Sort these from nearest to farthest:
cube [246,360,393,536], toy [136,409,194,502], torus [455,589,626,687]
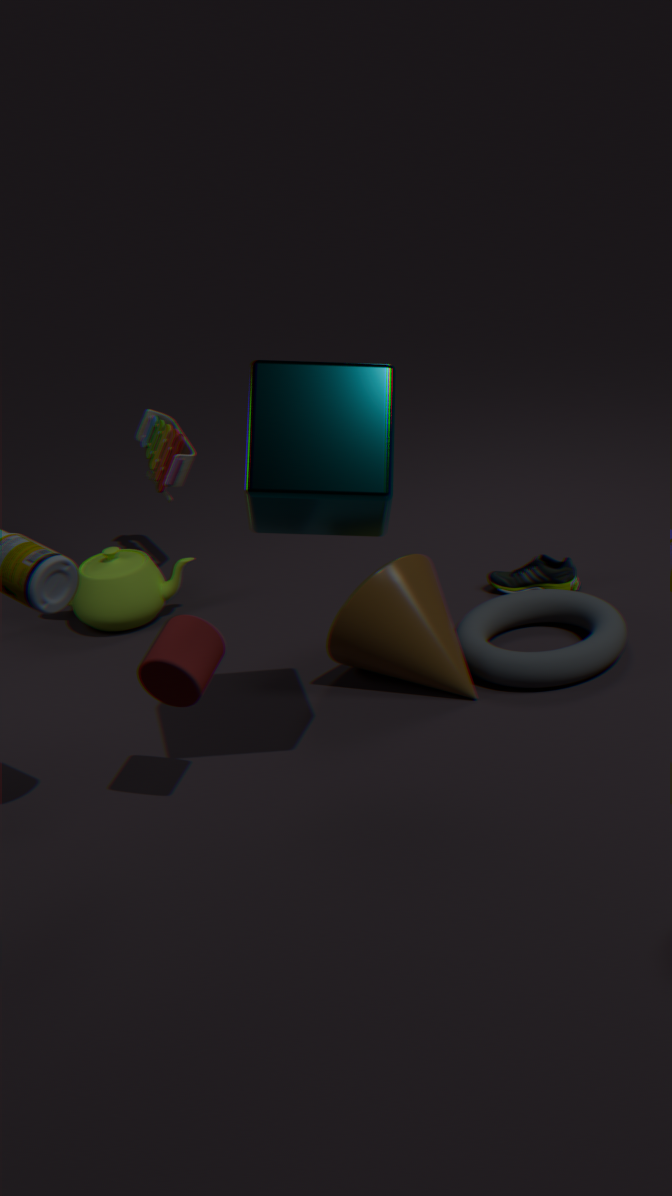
cube [246,360,393,536] → torus [455,589,626,687] → toy [136,409,194,502]
